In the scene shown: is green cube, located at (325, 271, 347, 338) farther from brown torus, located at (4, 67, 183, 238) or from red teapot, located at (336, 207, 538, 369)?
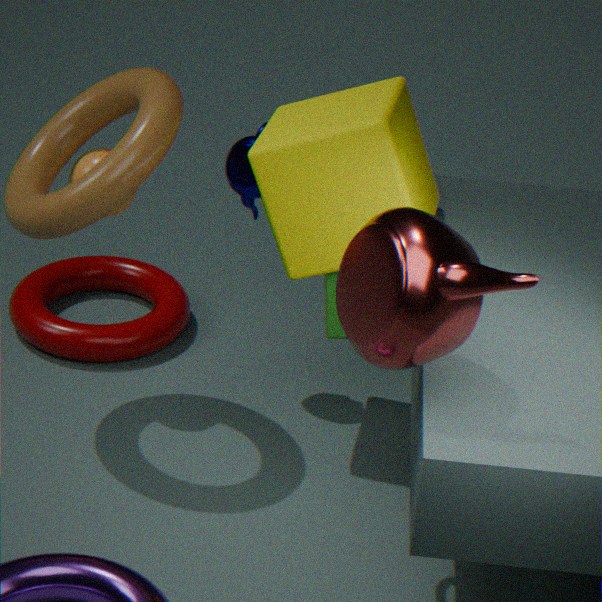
brown torus, located at (4, 67, 183, 238)
